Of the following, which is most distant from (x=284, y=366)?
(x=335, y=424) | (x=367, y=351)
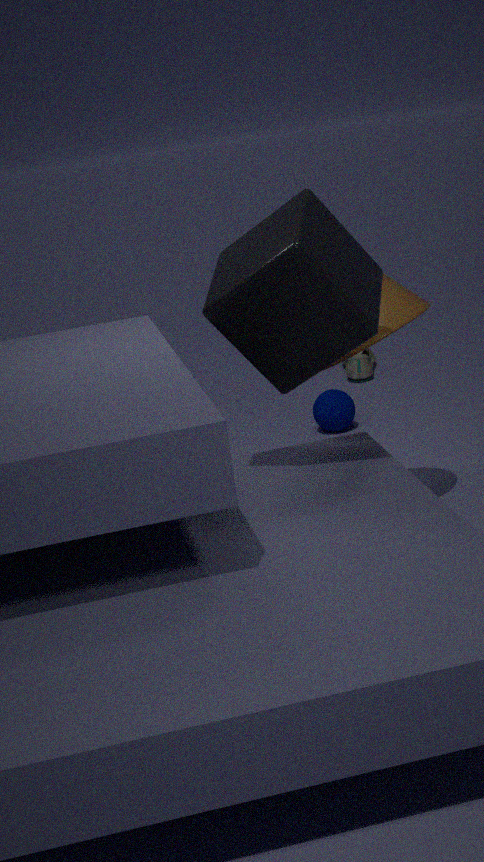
(x=367, y=351)
